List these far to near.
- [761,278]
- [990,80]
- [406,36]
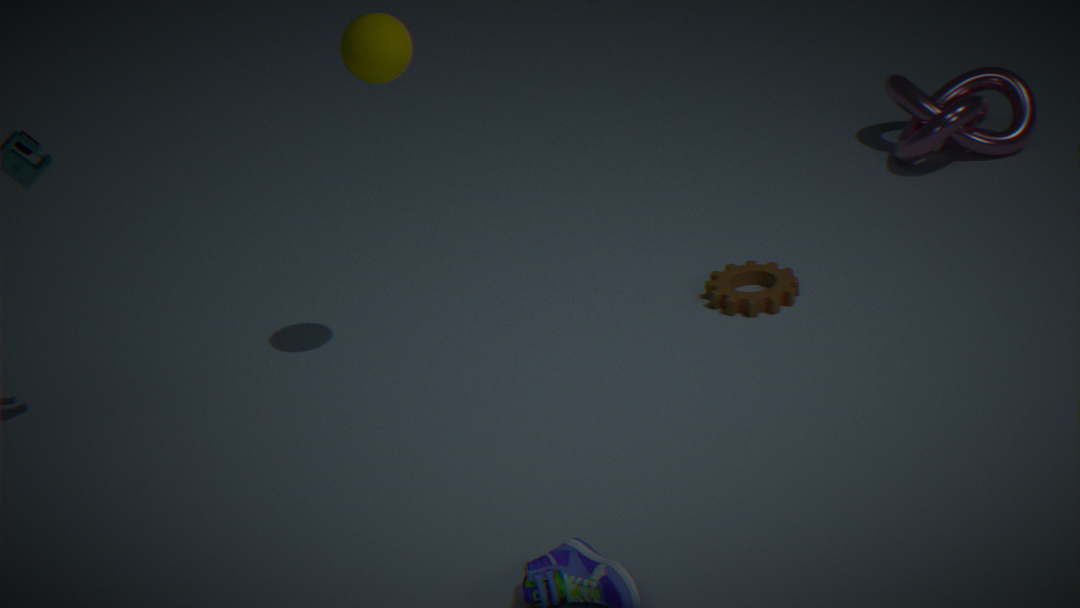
[990,80]
[761,278]
[406,36]
